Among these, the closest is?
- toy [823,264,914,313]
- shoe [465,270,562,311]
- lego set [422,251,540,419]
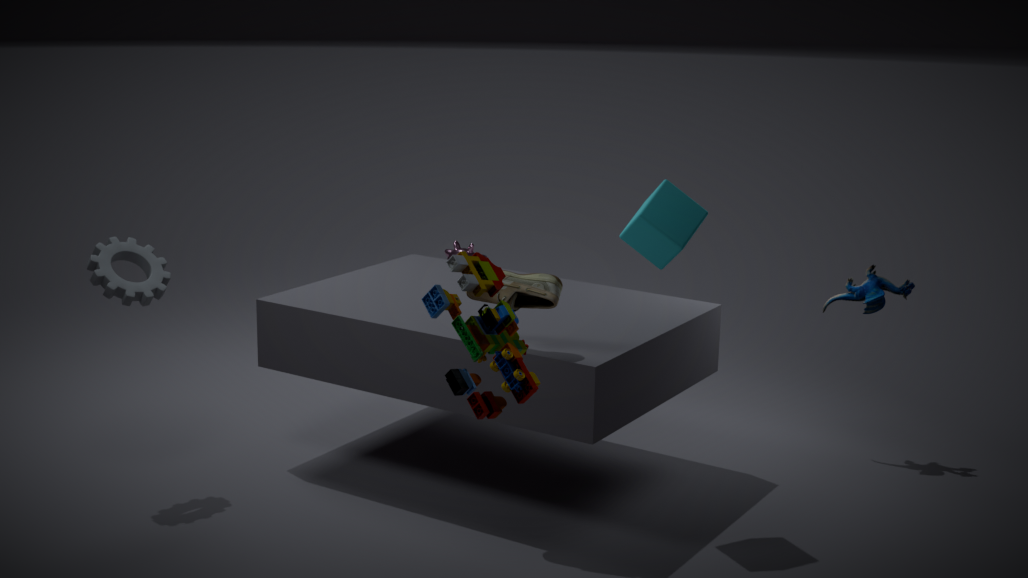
lego set [422,251,540,419]
